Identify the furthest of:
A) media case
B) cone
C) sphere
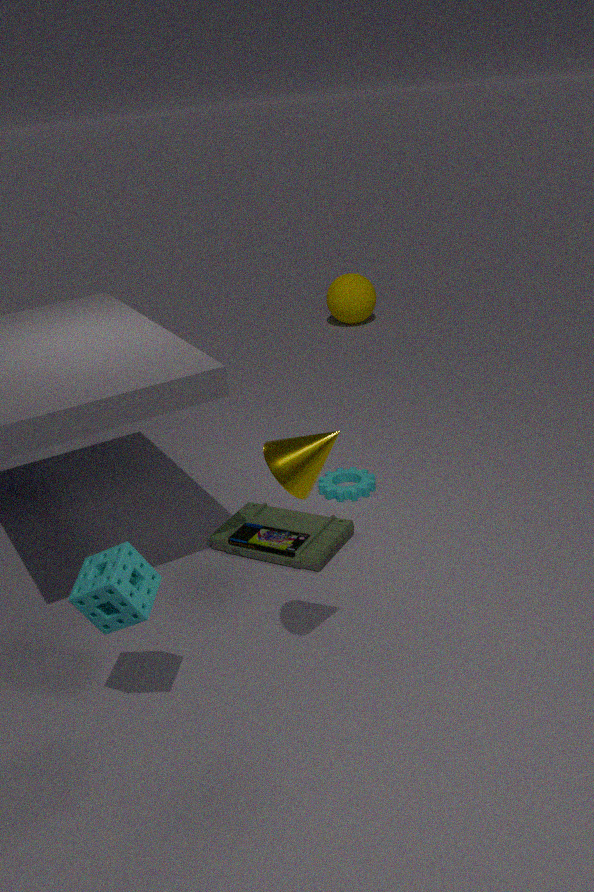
sphere
